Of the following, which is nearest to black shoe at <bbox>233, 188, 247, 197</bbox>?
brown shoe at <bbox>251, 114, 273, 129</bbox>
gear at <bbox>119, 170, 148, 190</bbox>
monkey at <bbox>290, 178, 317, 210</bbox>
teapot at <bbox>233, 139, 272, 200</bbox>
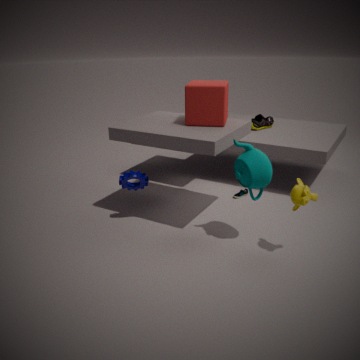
brown shoe at <bbox>251, 114, 273, 129</bbox>
